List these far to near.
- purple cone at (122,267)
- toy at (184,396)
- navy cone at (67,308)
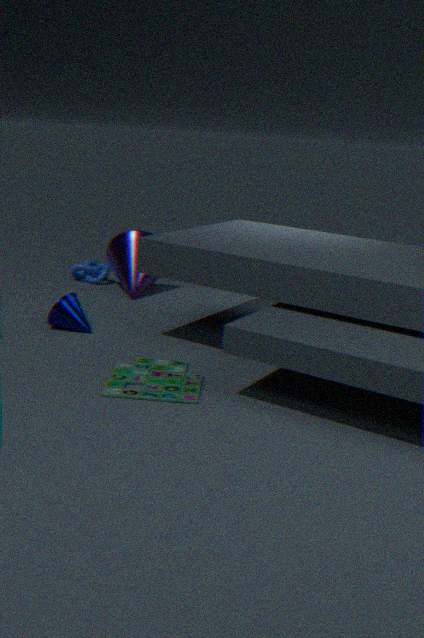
purple cone at (122,267), navy cone at (67,308), toy at (184,396)
